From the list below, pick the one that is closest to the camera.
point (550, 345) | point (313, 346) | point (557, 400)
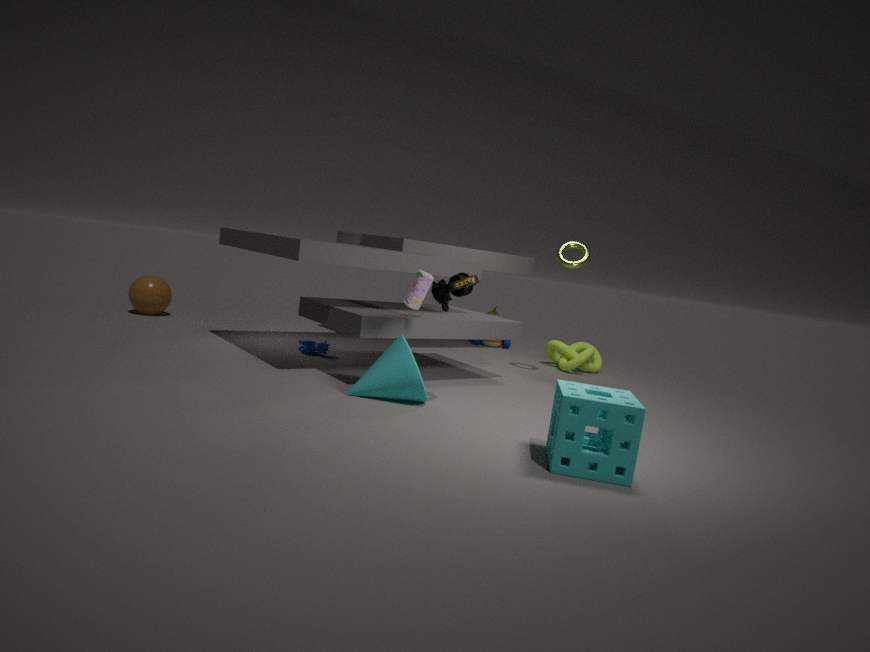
point (557, 400)
